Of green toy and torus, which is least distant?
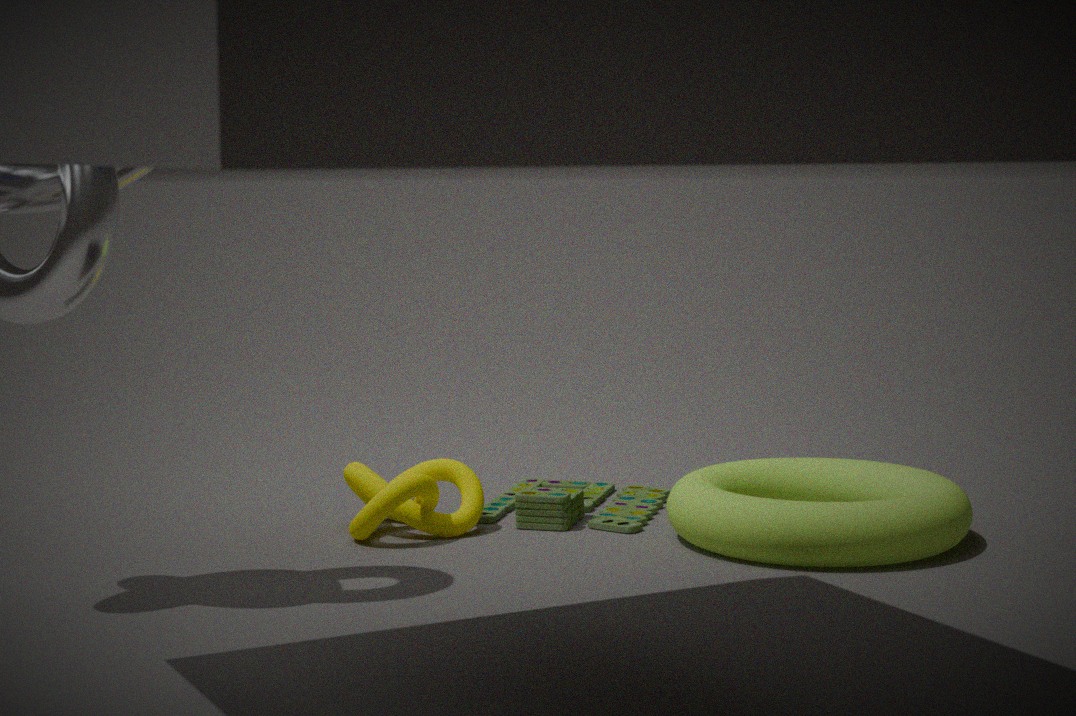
torus
